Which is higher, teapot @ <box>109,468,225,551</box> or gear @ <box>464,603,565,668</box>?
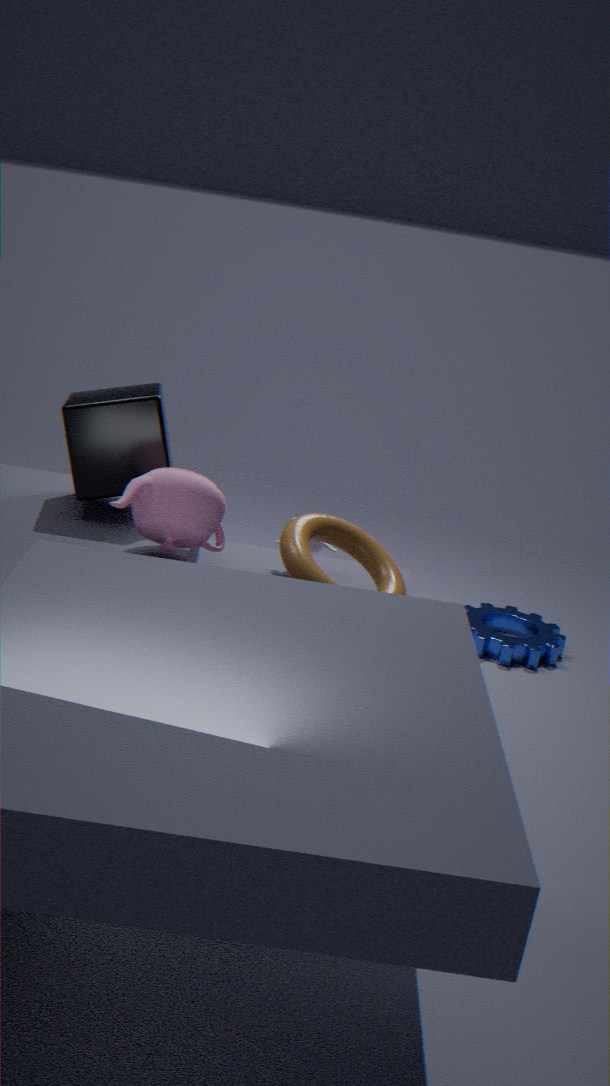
teapot @ <box>109,468,225,551</box>
